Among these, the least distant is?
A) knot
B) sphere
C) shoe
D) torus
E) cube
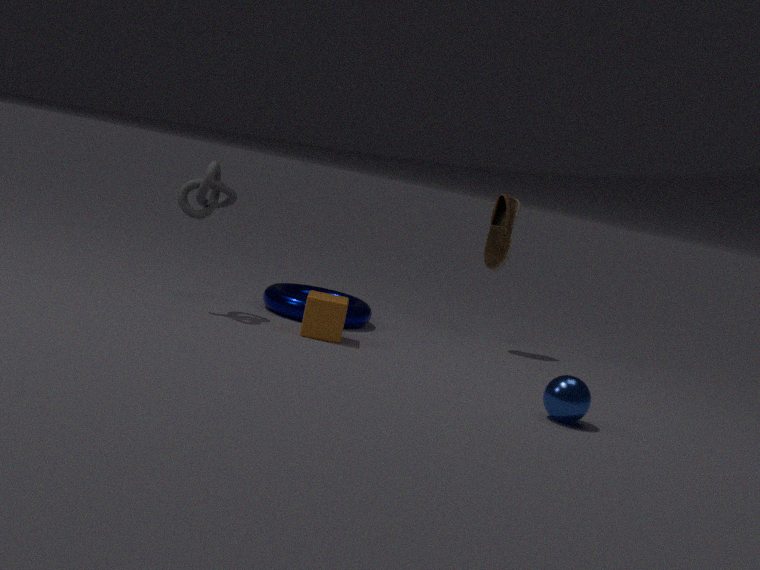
sphere
